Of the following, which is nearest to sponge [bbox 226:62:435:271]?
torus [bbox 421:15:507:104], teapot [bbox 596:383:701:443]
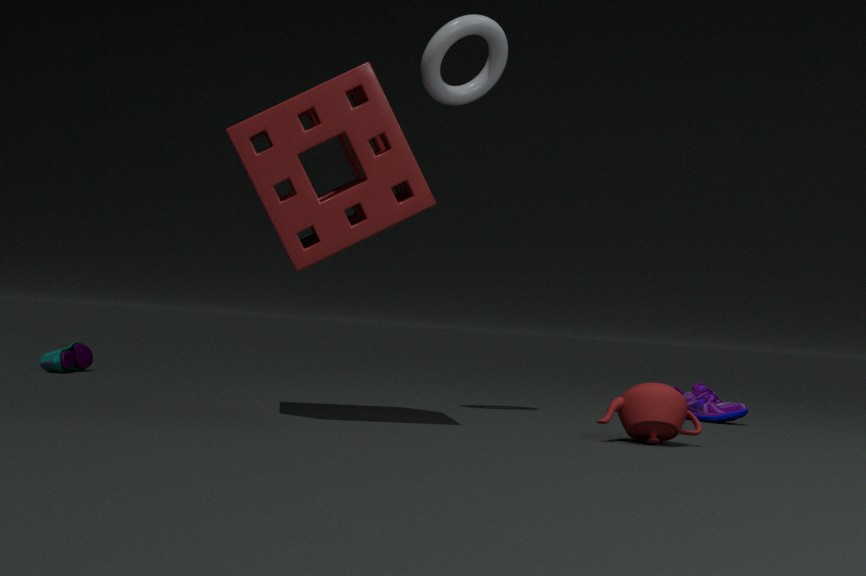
torus [bbox 421:15:507:104]
